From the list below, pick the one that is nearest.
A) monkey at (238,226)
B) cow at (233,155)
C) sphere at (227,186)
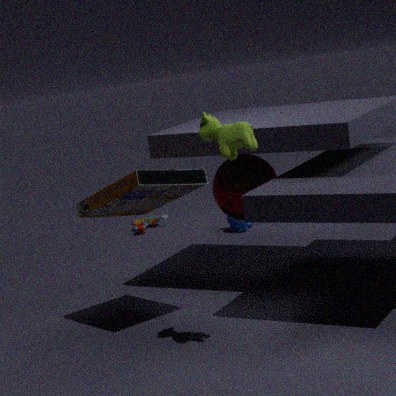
cow at (233,155)
